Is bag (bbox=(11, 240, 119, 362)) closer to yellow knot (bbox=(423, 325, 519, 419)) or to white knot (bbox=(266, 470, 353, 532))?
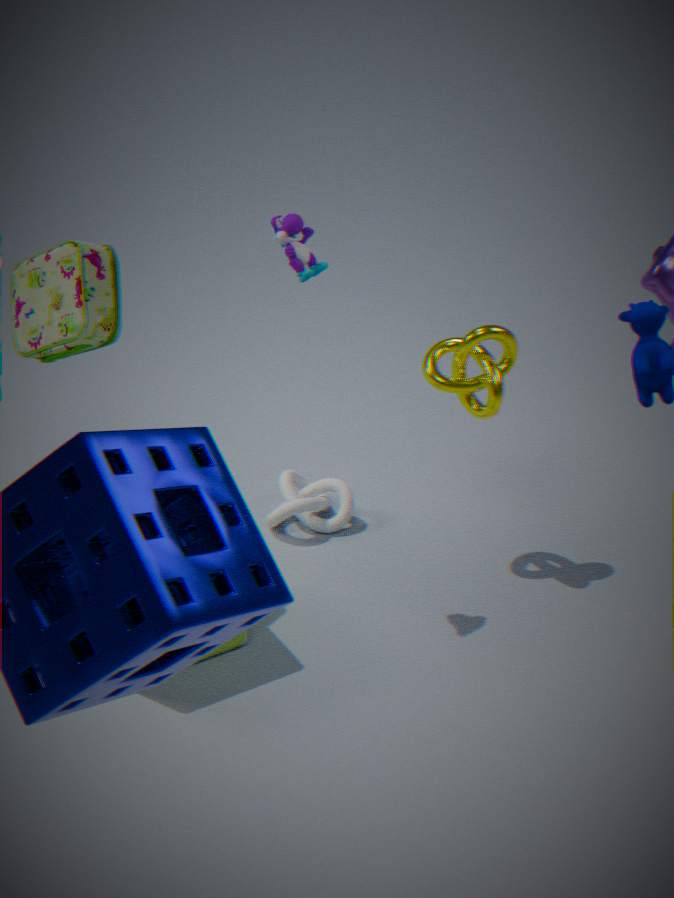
white knot (bbox=(266, 470, 353, 532))
